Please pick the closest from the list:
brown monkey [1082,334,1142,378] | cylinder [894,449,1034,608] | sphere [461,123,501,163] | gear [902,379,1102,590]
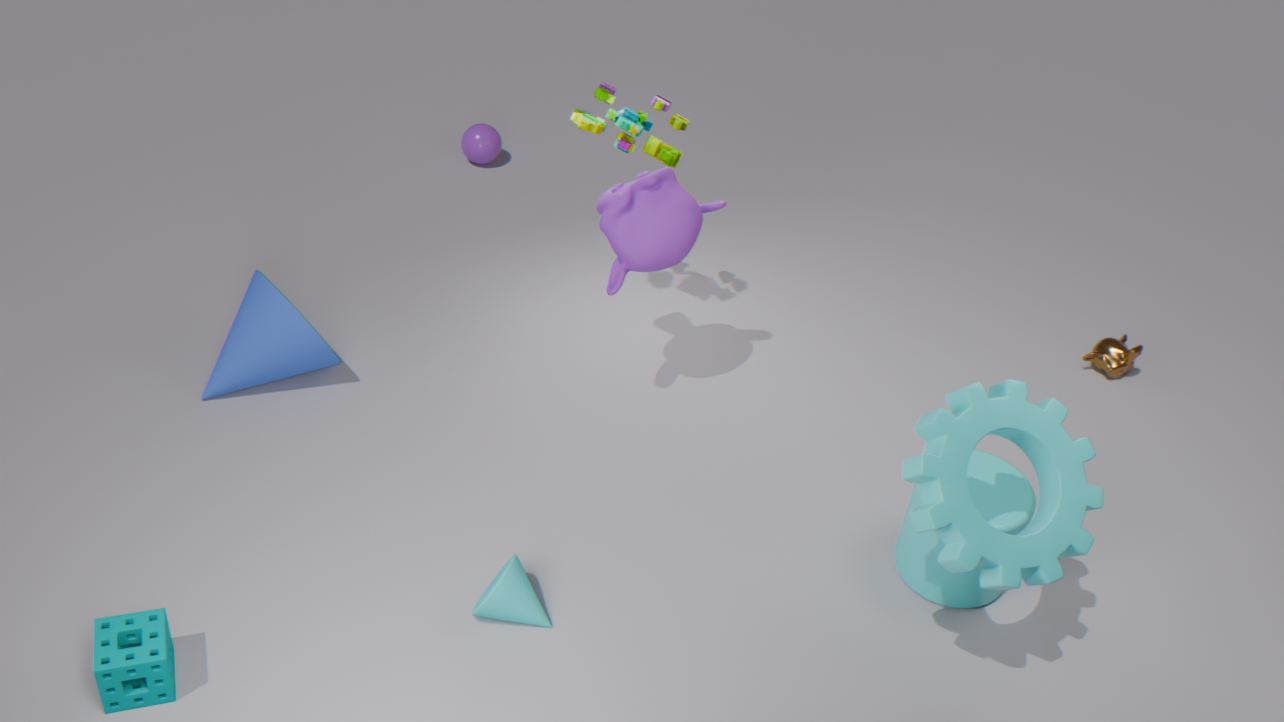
gear [902,379,1102,590]
